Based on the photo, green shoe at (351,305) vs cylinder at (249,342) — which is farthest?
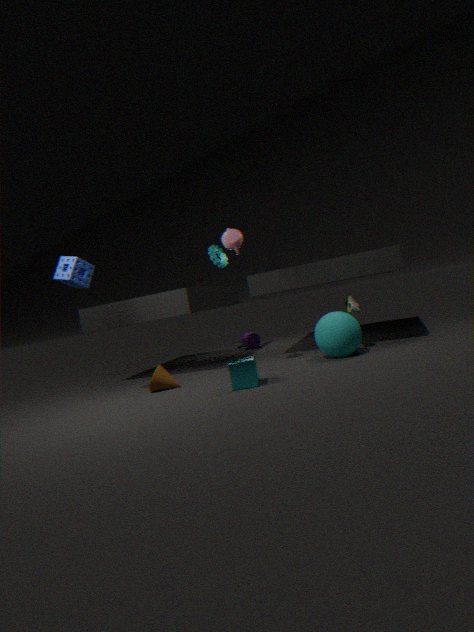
cylinder at (249,342)
